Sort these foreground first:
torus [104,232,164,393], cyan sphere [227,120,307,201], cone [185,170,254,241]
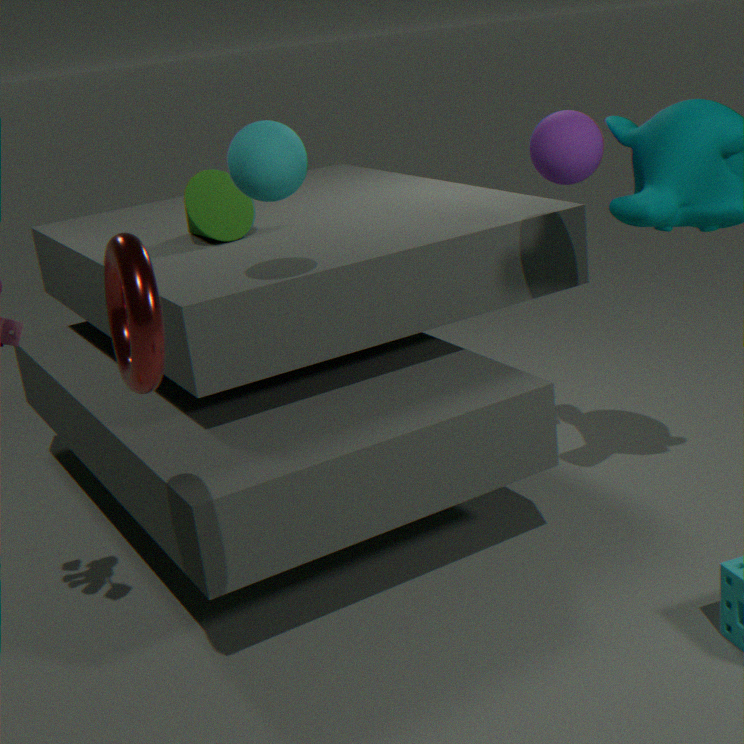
1. torus [104,232,164,393]
2. cyan sphere [227,120,307,201]
3. cone [185,170,254,241]
